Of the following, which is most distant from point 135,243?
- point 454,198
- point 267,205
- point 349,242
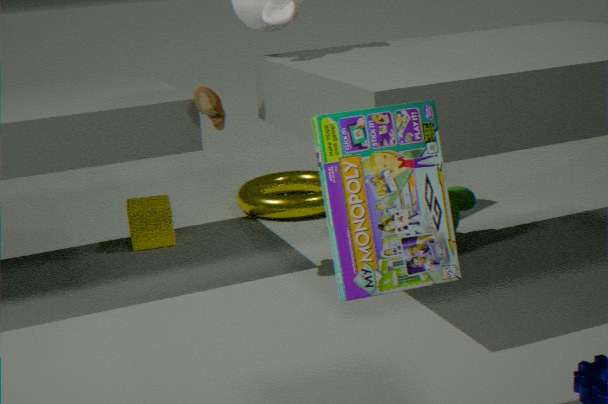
point 349,242
